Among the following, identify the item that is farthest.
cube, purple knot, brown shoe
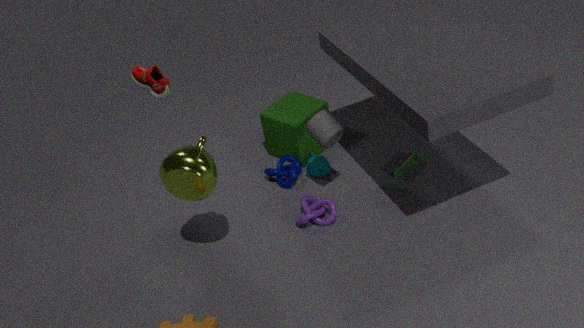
cube
